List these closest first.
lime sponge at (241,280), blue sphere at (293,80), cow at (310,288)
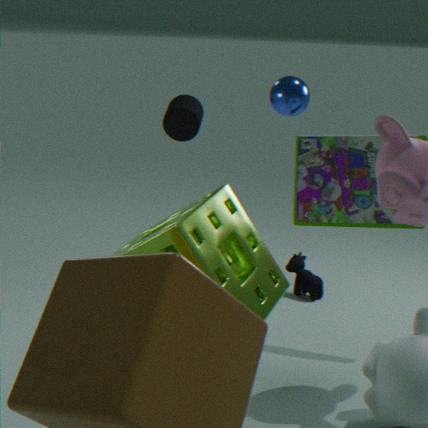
lime sponge at (241,280)
blue sphere at (293,80)
cow at (310,288)
